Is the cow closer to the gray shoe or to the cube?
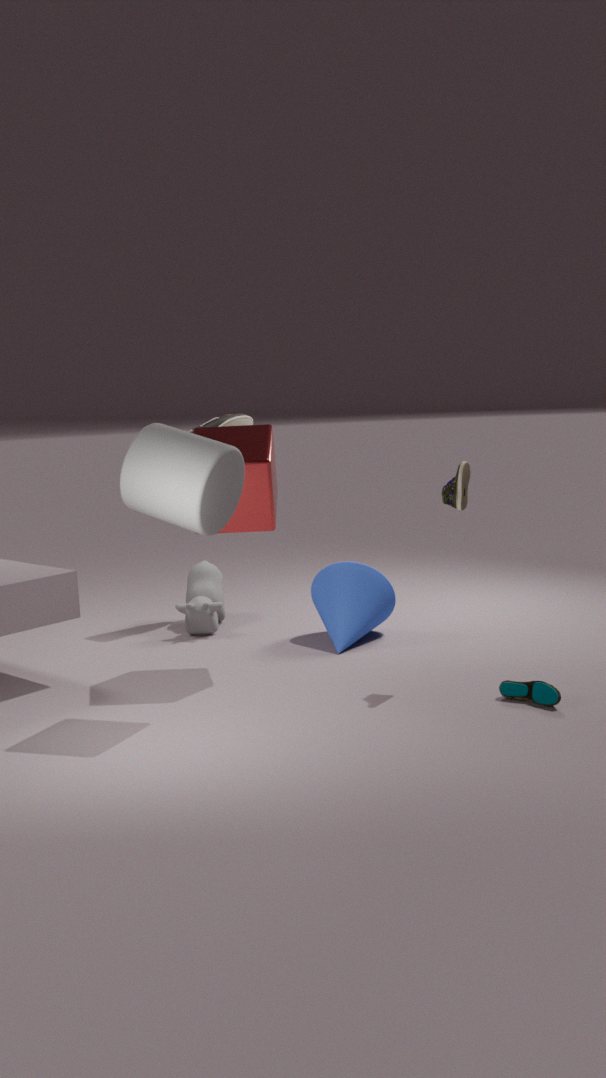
the gray shoe
